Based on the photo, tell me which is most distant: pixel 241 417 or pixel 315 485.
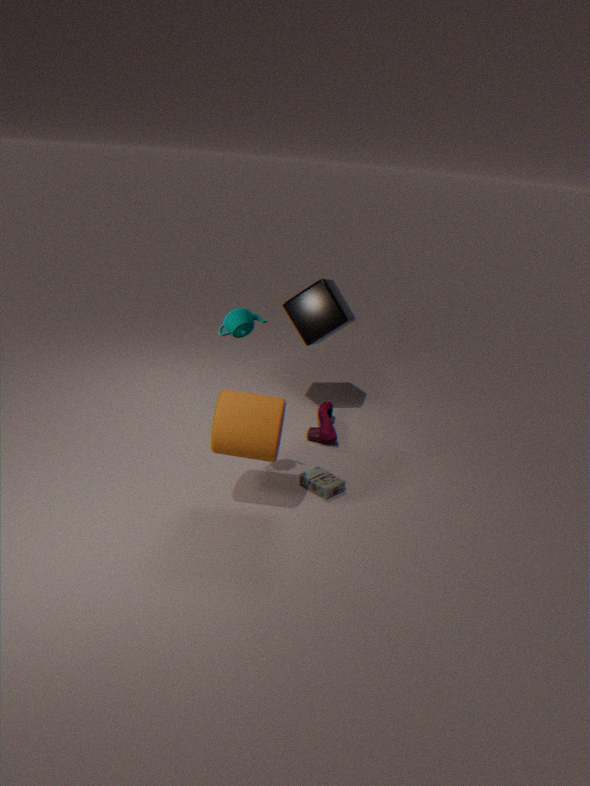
pixel 315 485
